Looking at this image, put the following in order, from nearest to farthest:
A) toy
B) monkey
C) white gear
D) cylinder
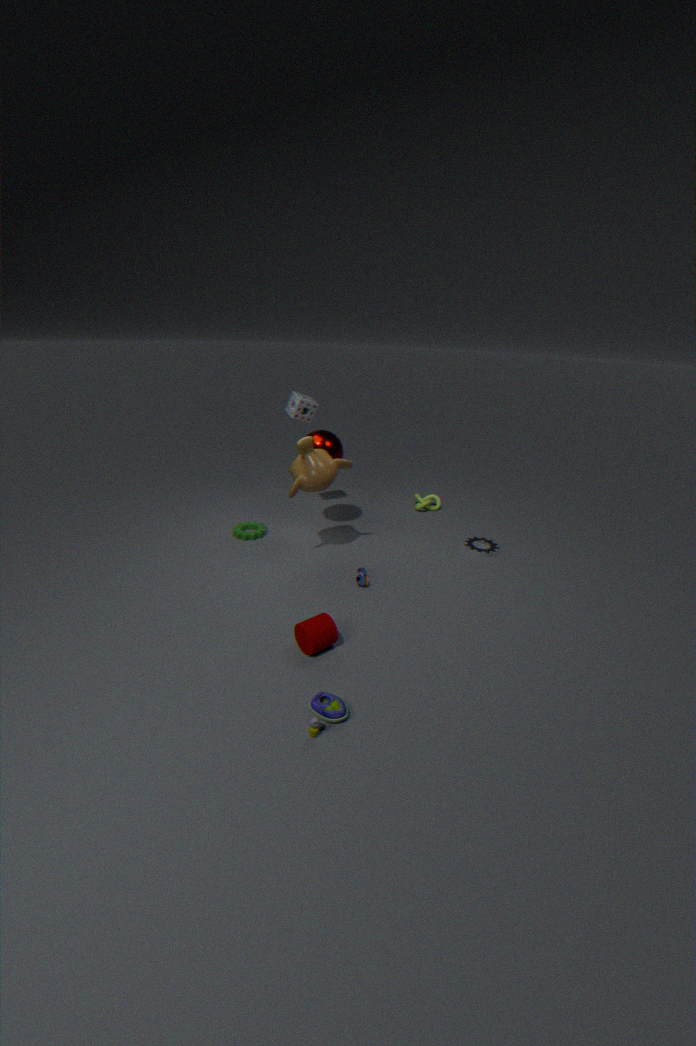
toy < cylinder < monkey < white gear
